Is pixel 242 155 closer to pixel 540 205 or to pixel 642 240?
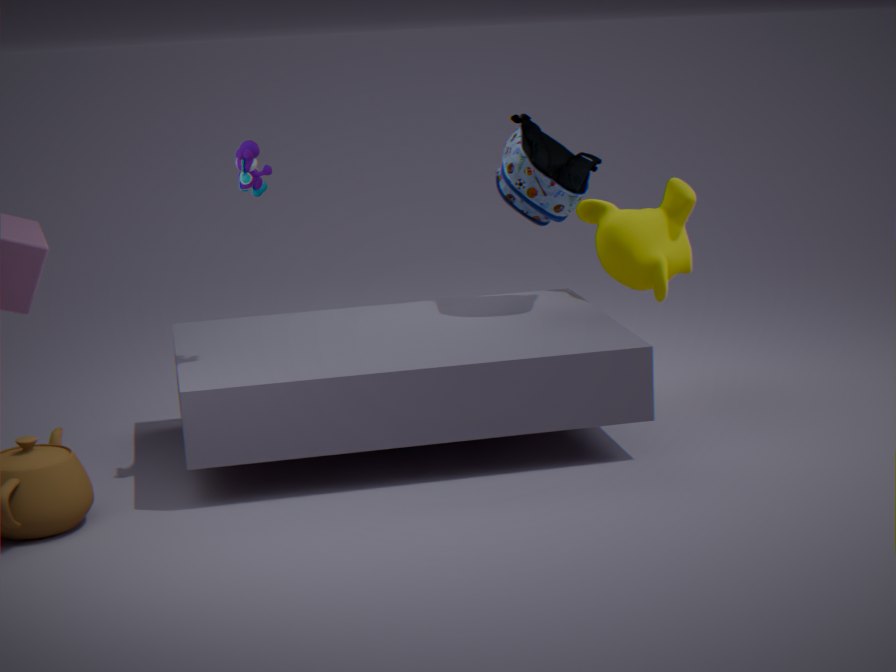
pixel 540 205
